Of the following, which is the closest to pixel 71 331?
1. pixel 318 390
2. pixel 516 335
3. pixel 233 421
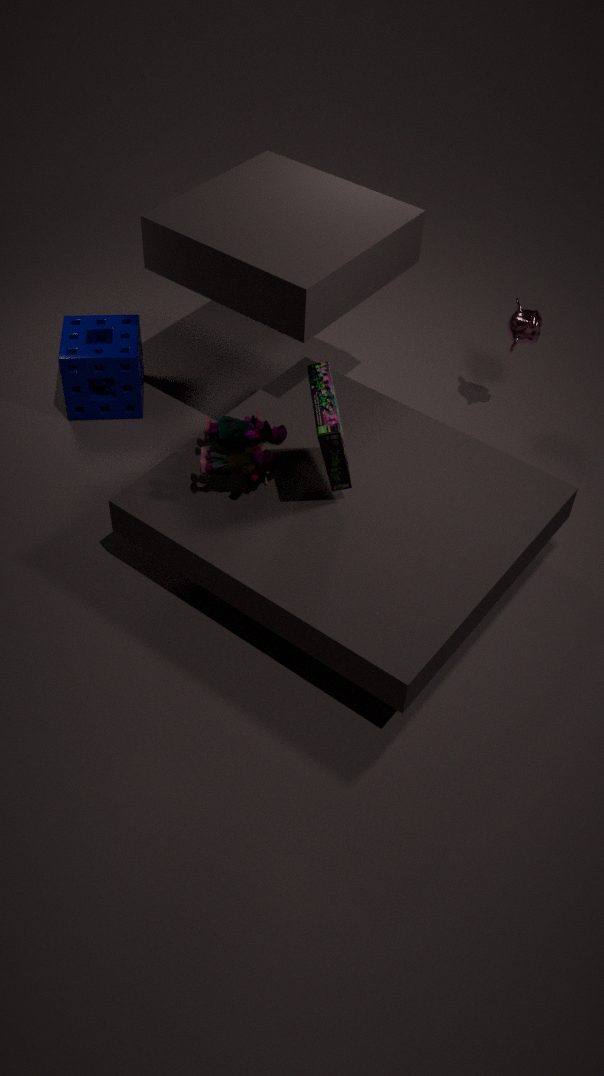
pixel 233 421
